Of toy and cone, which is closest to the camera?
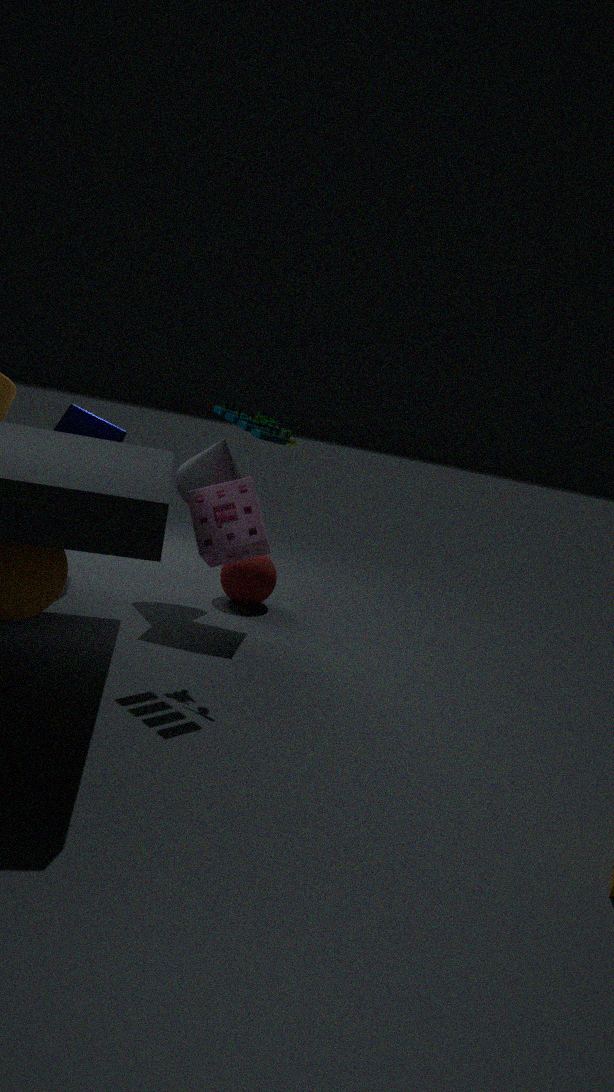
toy
